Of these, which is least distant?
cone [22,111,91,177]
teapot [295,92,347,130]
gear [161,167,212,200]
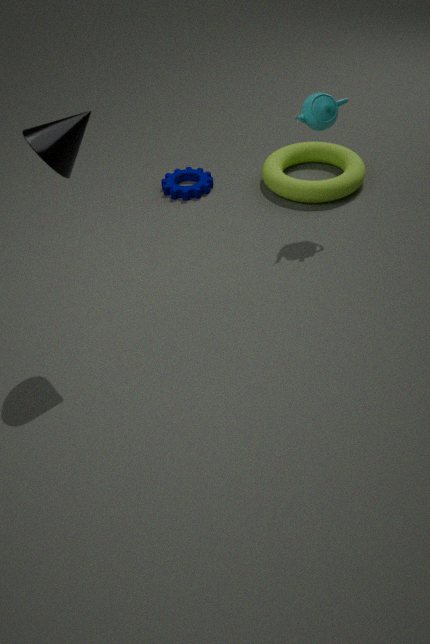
cone [22,111,91,177]
